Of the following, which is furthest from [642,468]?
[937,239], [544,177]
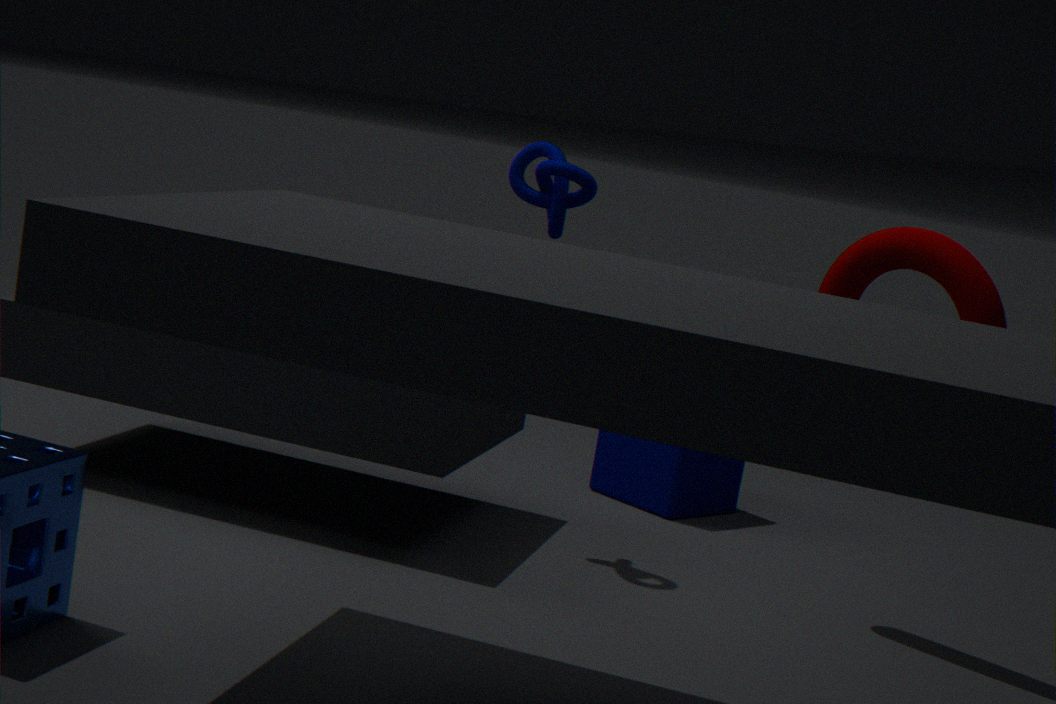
[937,239]
